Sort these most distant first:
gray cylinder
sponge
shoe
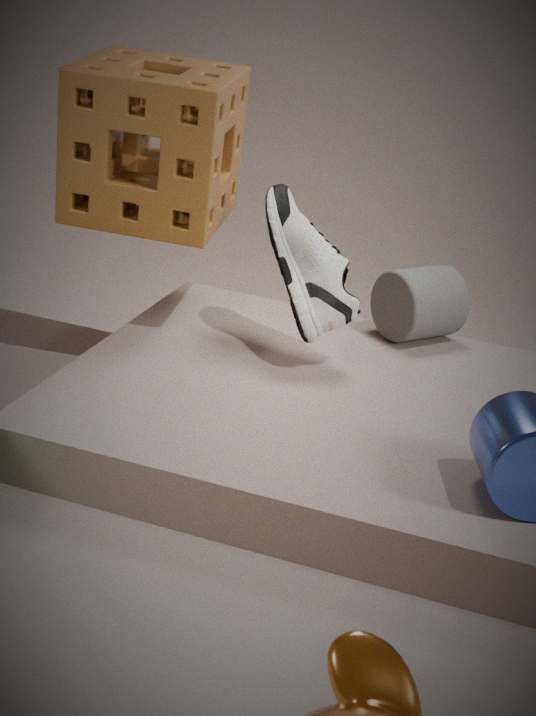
gray cylinder < shoe < sponge
